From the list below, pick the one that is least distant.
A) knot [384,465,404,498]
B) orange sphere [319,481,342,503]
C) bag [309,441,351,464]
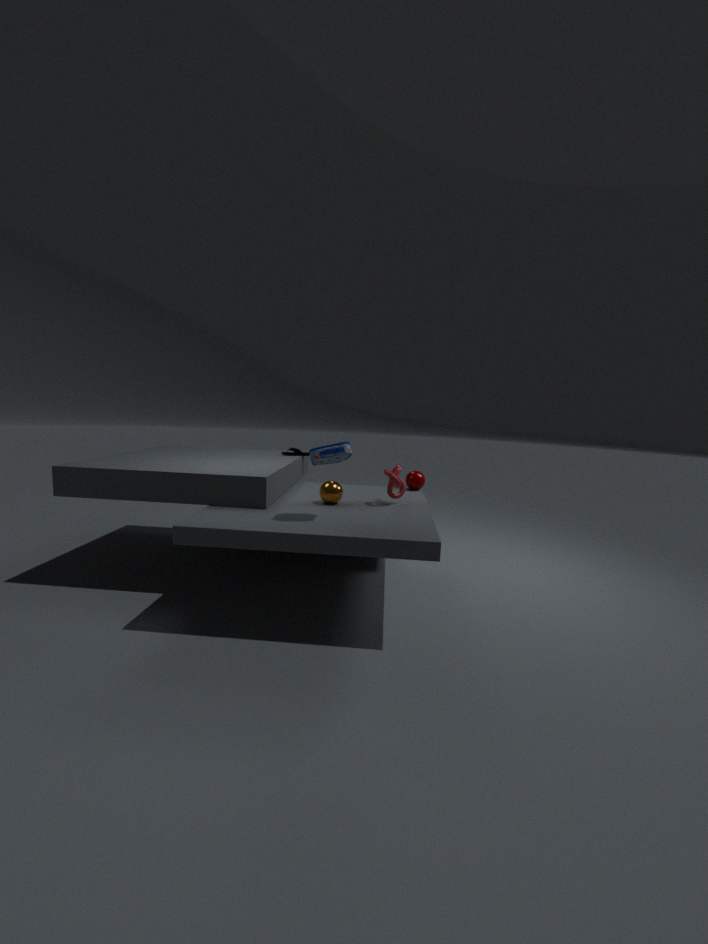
bag [309,441,351,464]
